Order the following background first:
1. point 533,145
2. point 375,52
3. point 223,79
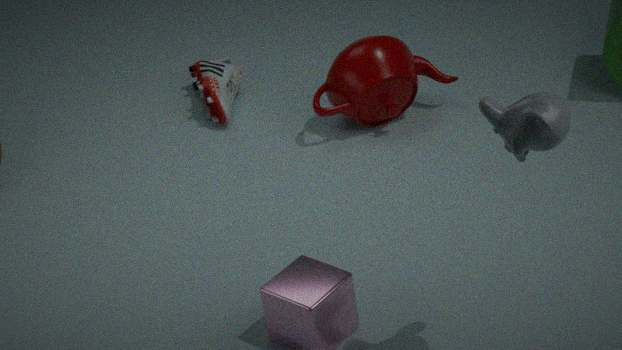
point 223,79 < point 375,52 < point 533,145
